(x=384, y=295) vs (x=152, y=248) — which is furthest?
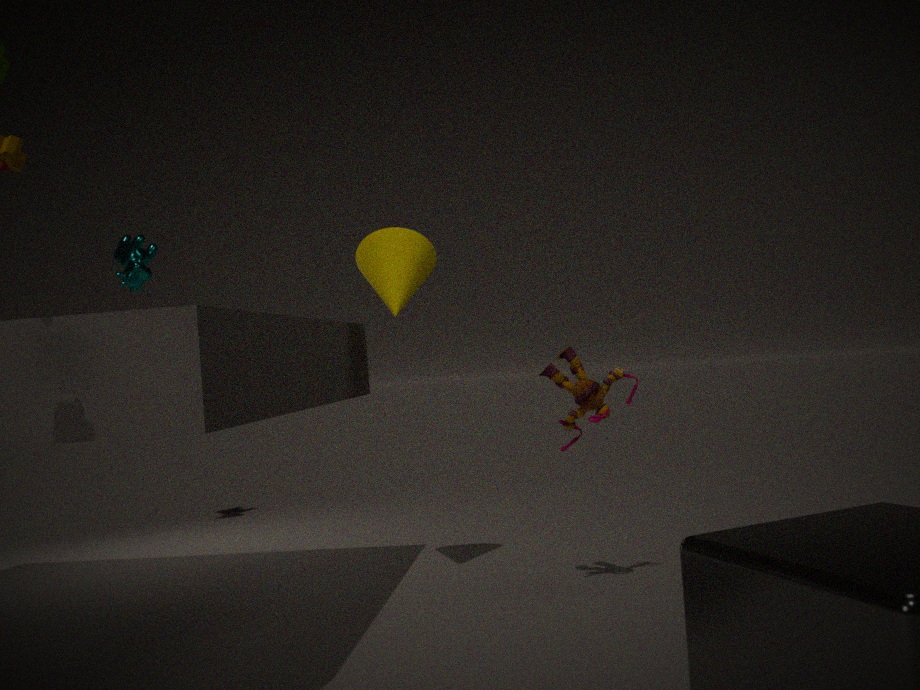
(x=152, y=248)
